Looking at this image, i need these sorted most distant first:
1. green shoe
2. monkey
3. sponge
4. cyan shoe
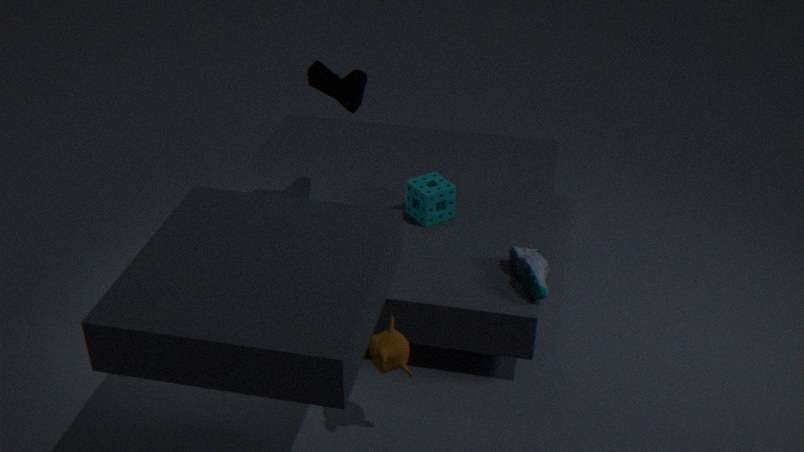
sponge < green shoe < cyan shoe < monkey
